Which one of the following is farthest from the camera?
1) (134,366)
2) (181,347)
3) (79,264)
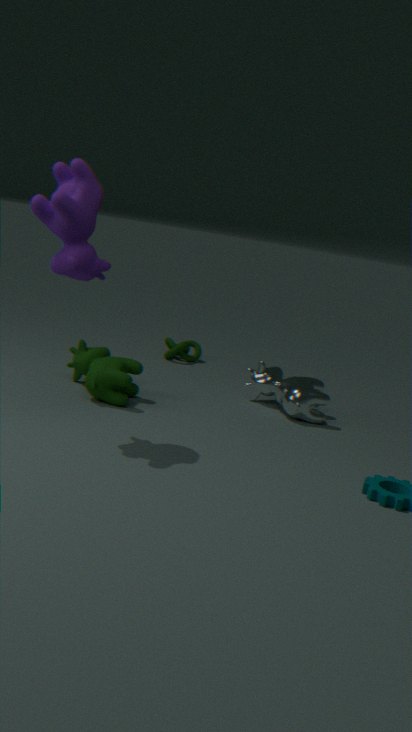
2. (181,347)
